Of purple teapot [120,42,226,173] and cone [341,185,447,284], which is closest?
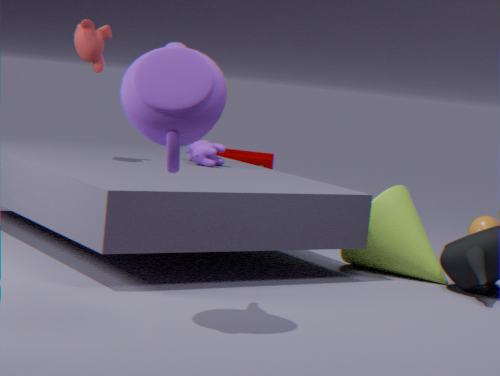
purple teapot [120,42,226,173]
